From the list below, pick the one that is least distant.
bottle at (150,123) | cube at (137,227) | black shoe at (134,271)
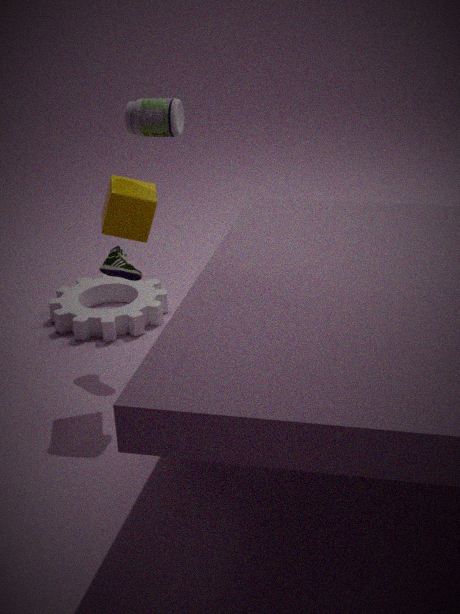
bottle at (150,123)
